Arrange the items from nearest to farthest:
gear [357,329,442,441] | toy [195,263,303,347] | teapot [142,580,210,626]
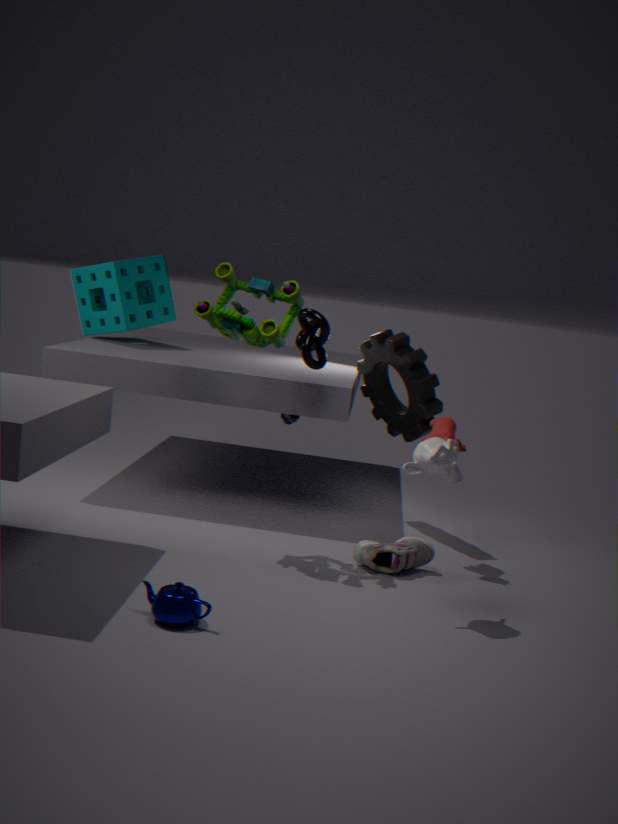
teapot [142,580,210,626] → toy [195,263,303,347] → gear [357,329,442,441]
